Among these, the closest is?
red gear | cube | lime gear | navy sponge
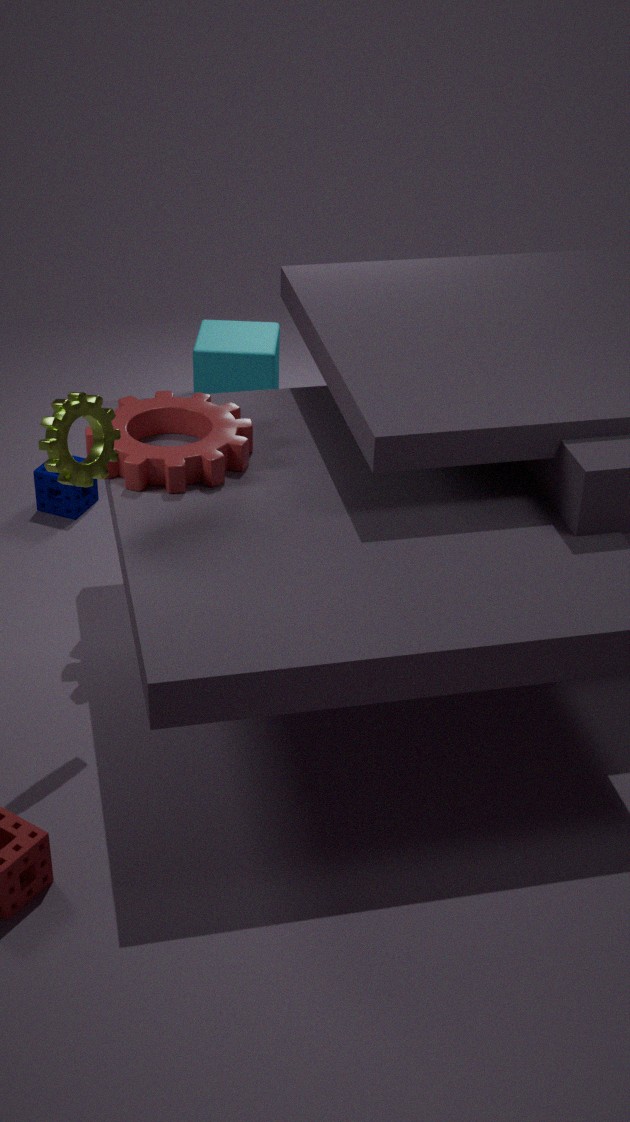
lime gear
